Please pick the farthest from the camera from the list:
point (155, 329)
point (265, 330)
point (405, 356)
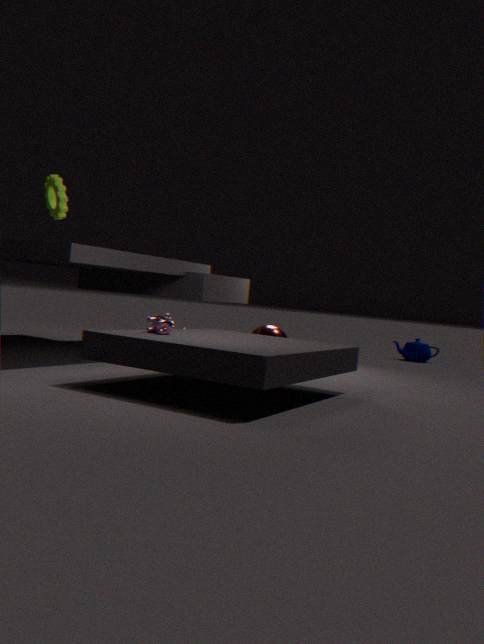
point (405, 356)
